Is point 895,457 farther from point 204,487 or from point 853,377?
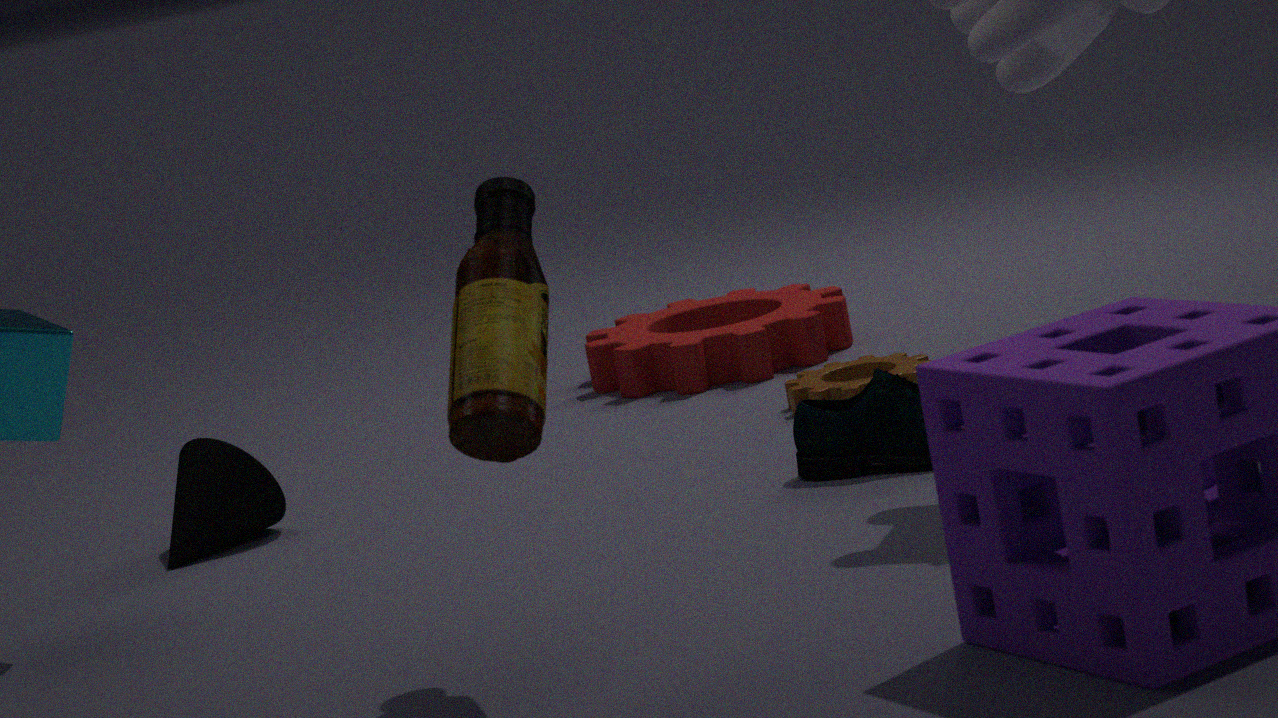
point 204,487
